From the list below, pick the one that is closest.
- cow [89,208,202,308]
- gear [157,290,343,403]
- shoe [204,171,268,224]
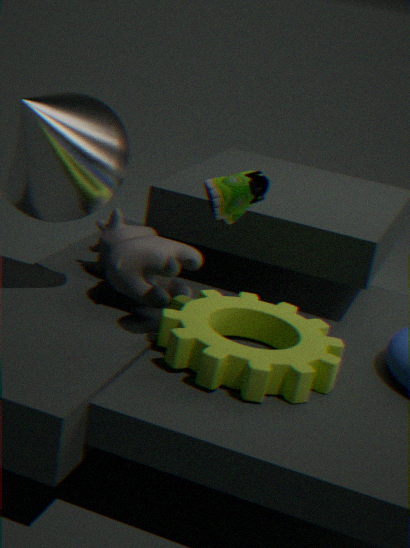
shoe [204,171,268,224]
